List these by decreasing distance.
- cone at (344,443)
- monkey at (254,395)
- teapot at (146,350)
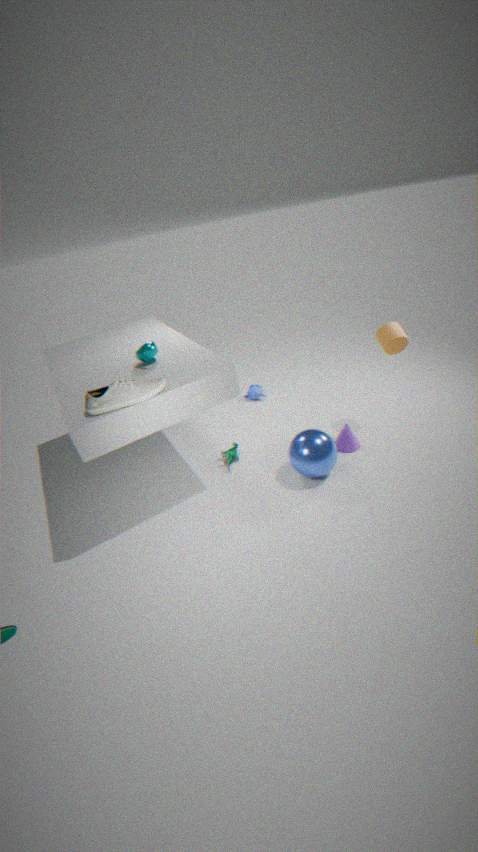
monkey at (254,395), cone at (344,443), teapot at (146,350)
